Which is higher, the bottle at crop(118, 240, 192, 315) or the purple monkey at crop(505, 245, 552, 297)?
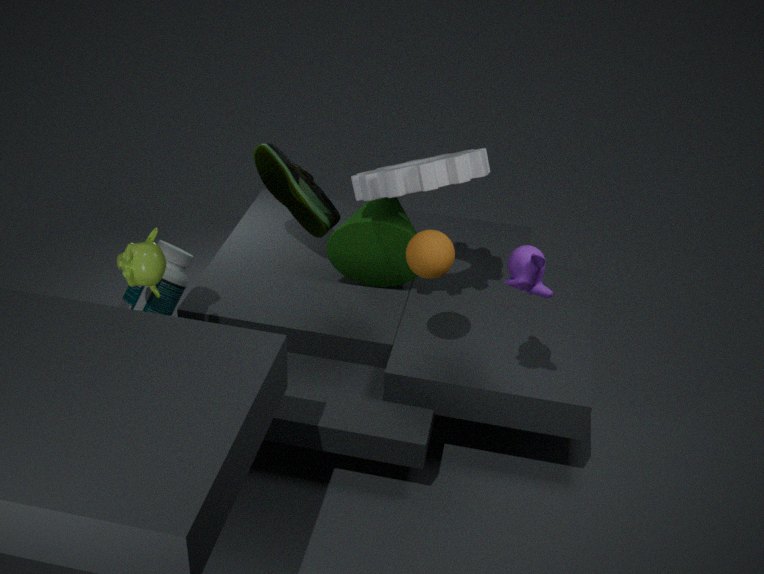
the purple monkey at crop(505, 245, 552, 297)
